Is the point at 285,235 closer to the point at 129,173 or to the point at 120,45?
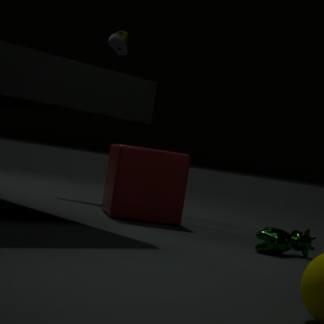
the point at 129,173
